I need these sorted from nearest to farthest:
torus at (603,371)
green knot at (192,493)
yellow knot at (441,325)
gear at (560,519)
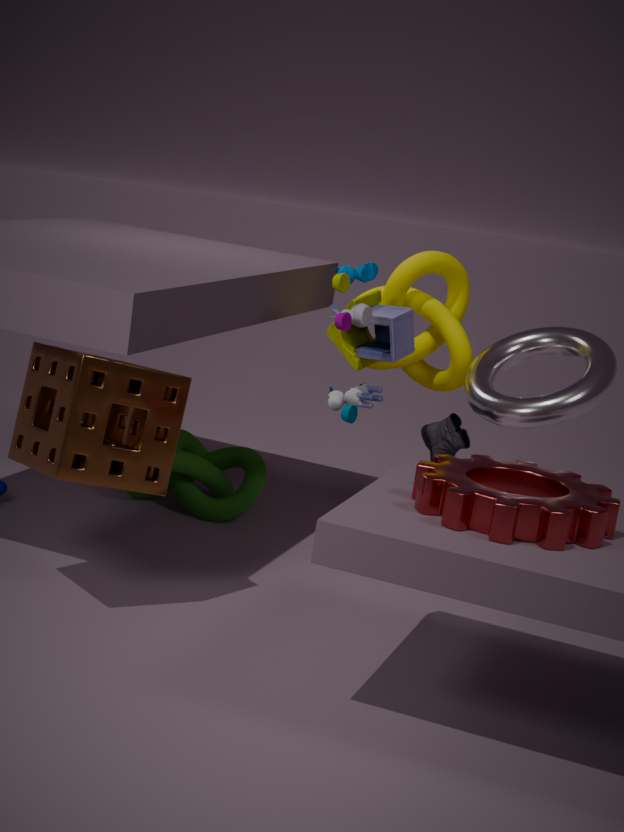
gear at (560,519)
torus at (603,371)
yellow knot at (441,325)
green knot at (192,493)
